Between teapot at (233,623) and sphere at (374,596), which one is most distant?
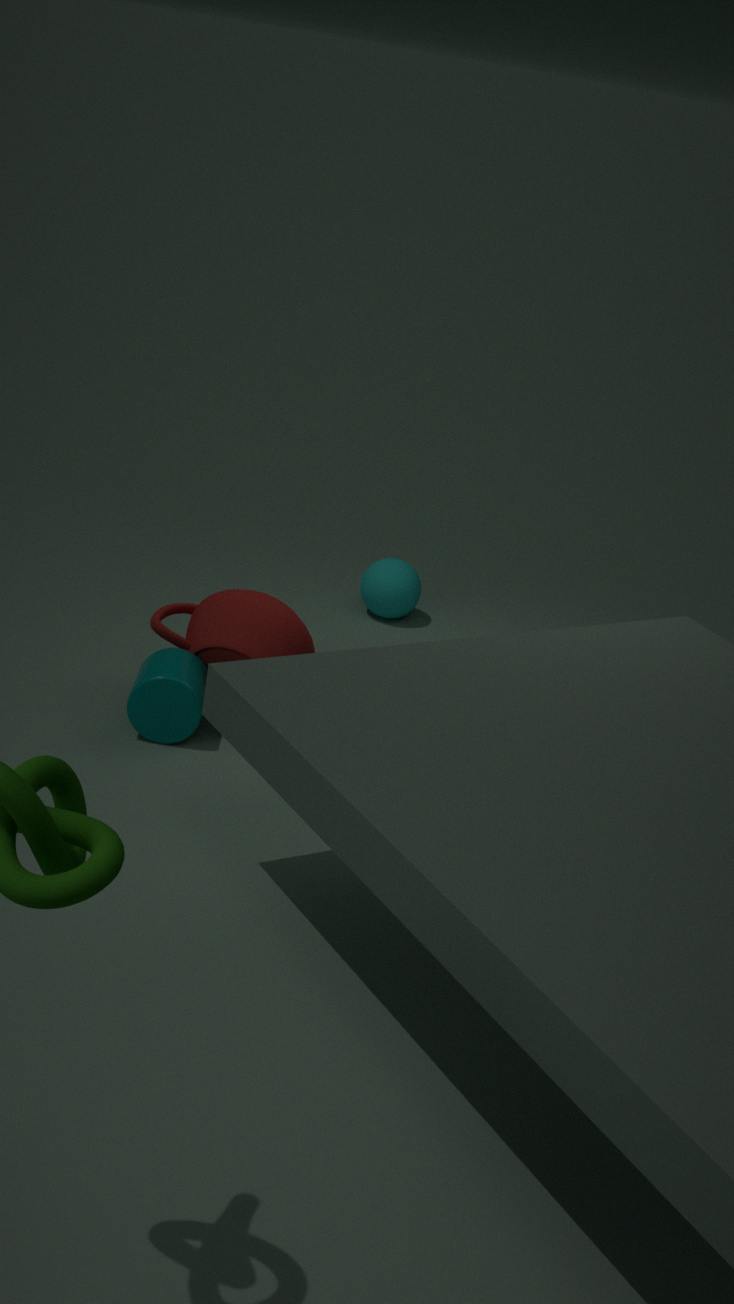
sphere at (374,596)
